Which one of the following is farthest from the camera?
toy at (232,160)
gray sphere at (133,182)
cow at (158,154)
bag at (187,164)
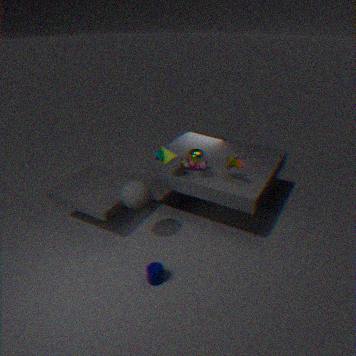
cow at (158,154)
